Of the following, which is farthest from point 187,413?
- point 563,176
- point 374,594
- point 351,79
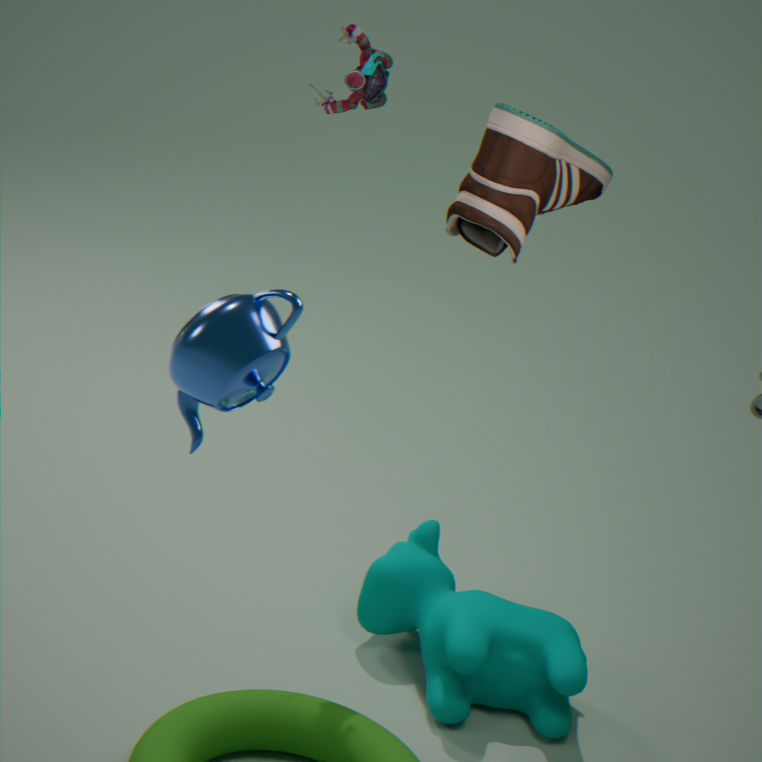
point 374,594
